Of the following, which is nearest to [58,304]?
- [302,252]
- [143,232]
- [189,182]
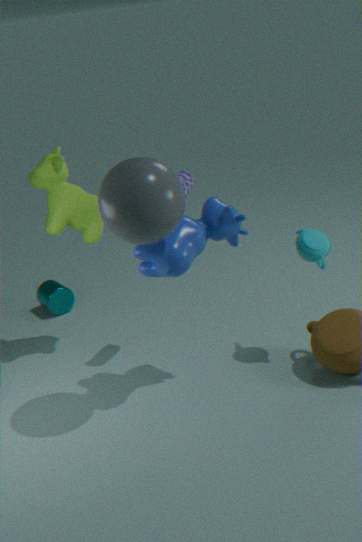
[189,182]
